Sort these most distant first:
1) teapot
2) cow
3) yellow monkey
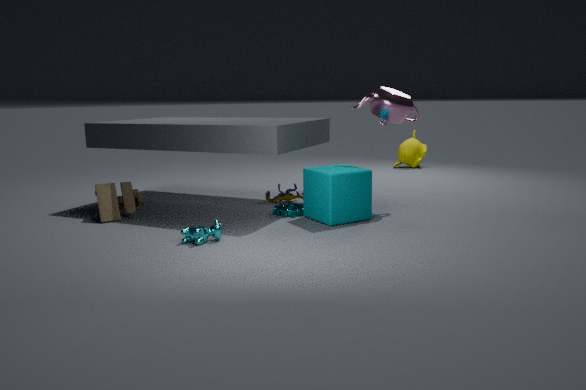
3. yellow monkey < 1. teapot < 2. cow
